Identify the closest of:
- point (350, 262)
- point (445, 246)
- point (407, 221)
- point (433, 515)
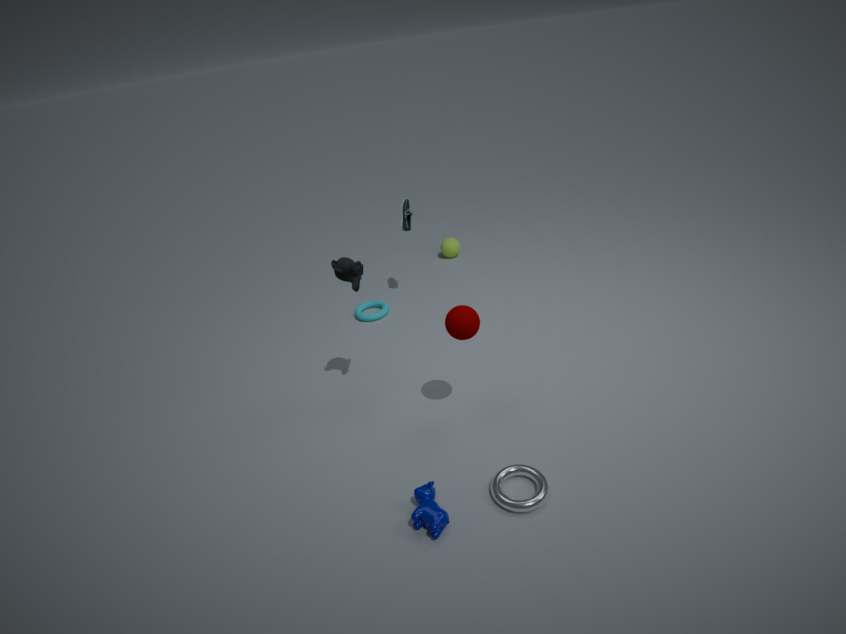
point (433, 515)
